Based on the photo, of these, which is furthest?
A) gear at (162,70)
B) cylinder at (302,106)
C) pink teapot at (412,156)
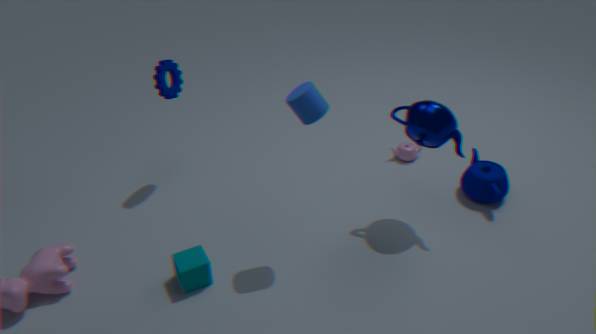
pink teapot at (412,156)
